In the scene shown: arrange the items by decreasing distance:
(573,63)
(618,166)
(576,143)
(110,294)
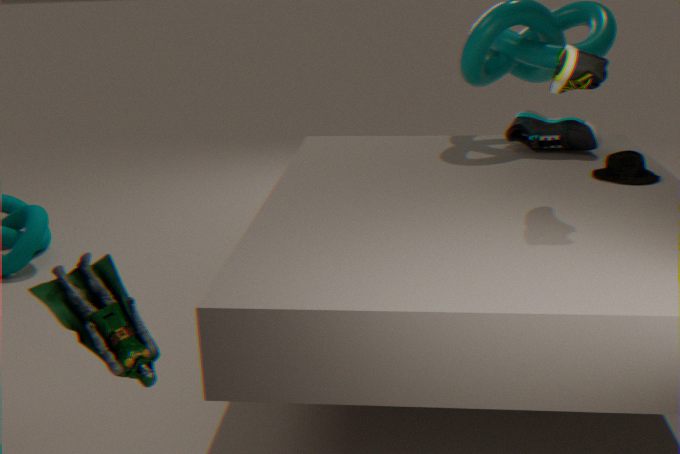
Answer: (576,143), (618,166), (573,63), (110,294)
